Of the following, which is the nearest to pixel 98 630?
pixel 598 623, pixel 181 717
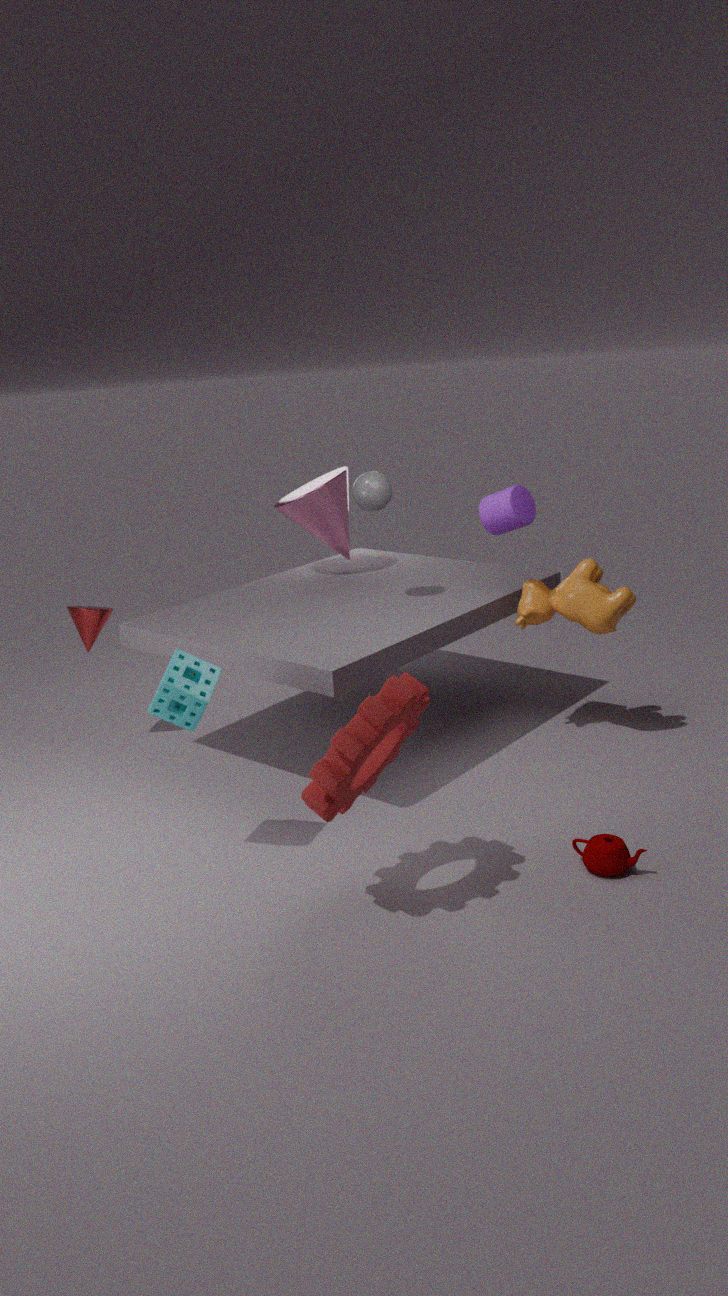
pixel 181 717
